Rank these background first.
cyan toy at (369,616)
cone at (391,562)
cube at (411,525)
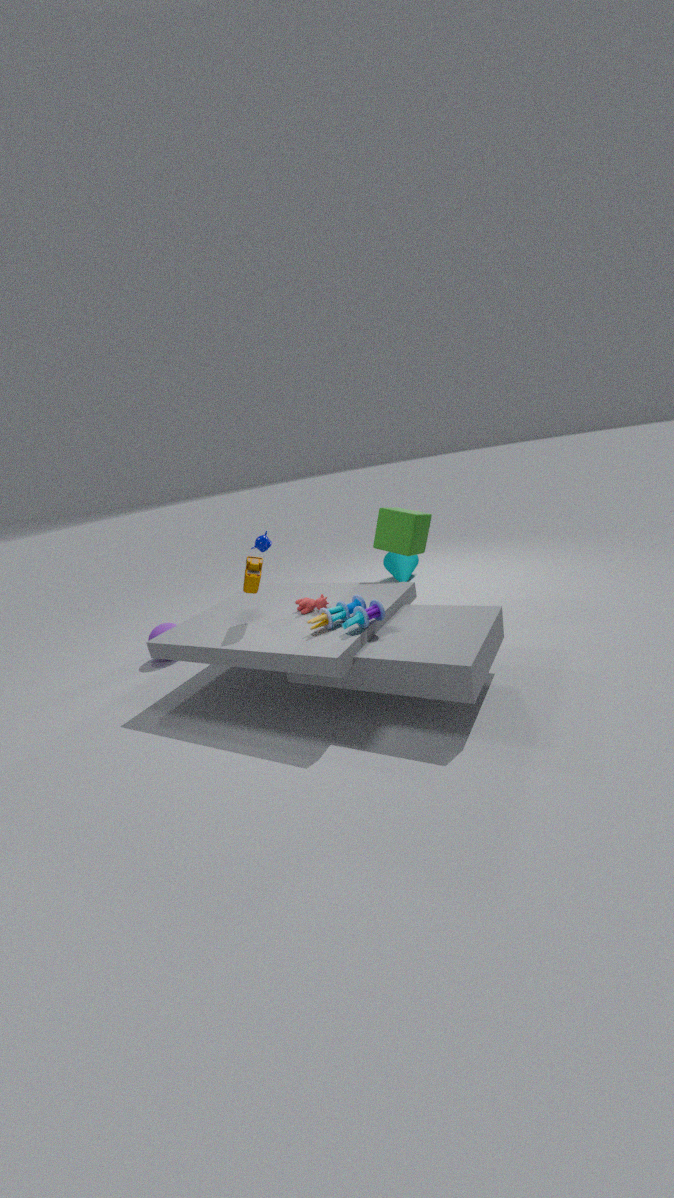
cone at (391,562), cube at (411,525), cyan toy at (369,616)
